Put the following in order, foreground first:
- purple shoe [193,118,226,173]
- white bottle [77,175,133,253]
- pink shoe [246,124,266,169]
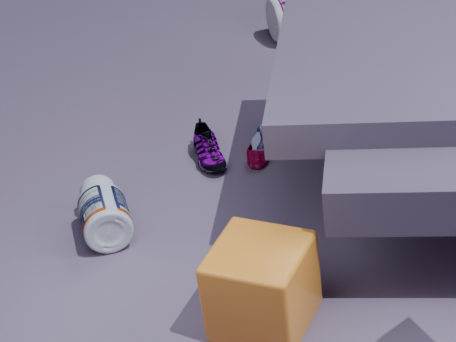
white bottle [77,175,133,253], pink shoe [246,124,266,169], purple shoe [193,118,226,173]
